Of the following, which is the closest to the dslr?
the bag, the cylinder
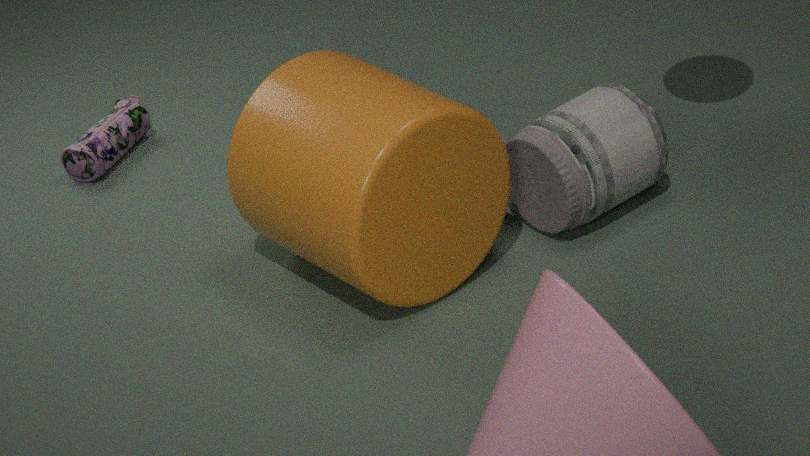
the cylinder
